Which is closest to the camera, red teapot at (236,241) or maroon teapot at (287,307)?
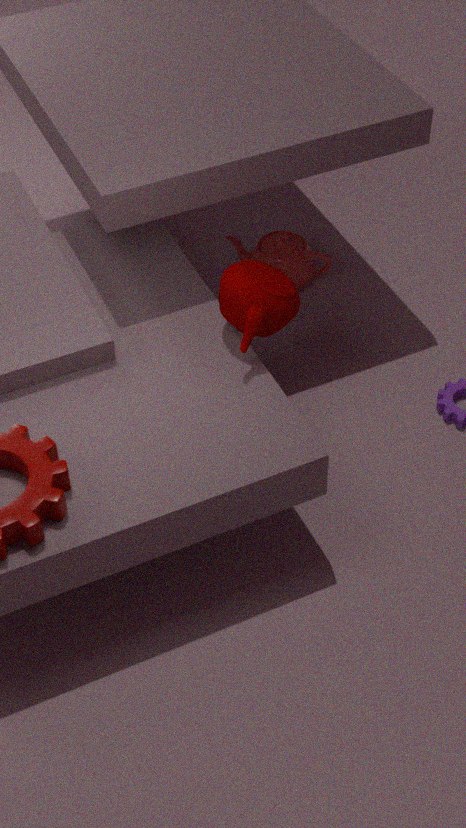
maroon teapot at (287,307)
